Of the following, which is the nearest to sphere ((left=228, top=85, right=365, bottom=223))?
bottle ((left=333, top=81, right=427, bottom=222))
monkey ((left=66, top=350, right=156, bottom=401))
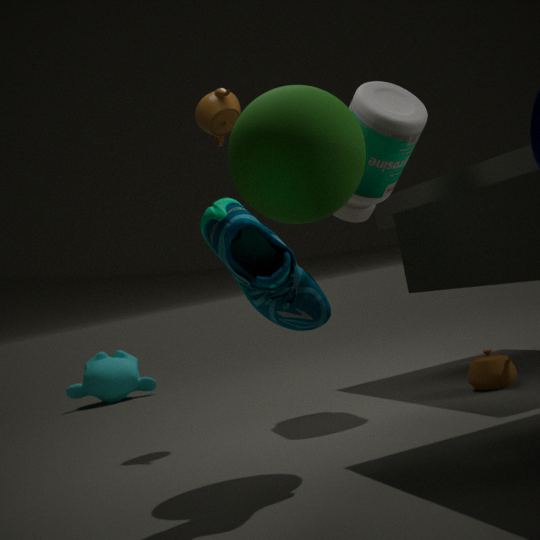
bottle ((left=333, top=81, right=427, bottom=222))
